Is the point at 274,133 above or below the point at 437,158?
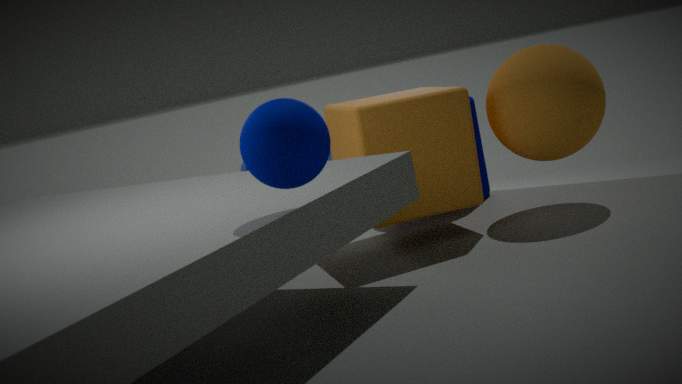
above
